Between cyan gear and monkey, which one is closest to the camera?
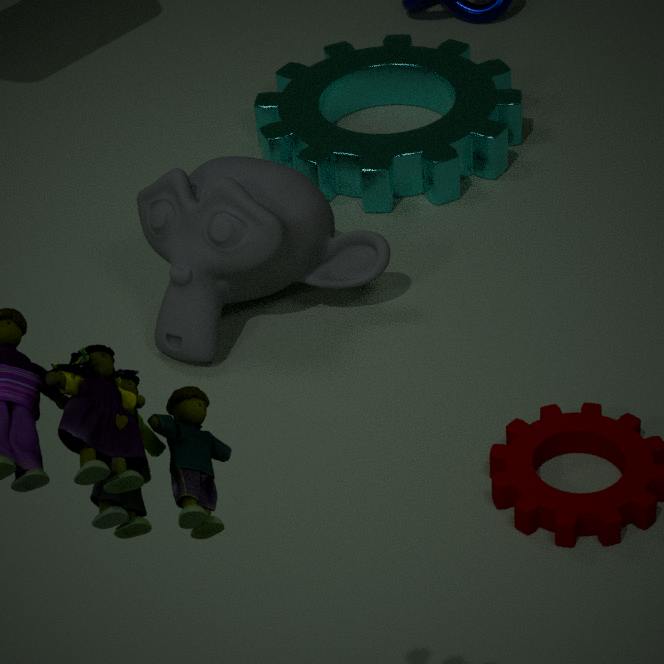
monkey
